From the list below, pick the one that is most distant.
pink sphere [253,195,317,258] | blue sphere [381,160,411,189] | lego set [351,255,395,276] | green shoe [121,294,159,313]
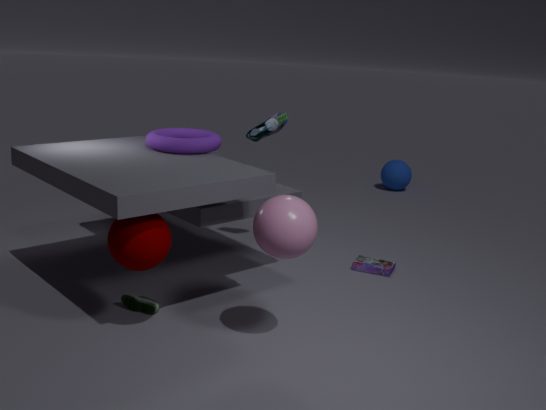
blue sphere [381,160,411,189]
